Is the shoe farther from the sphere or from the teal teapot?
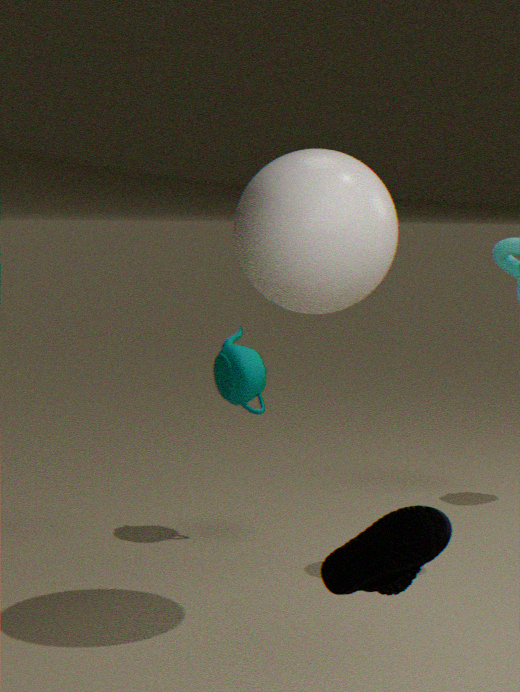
the teal teapot
